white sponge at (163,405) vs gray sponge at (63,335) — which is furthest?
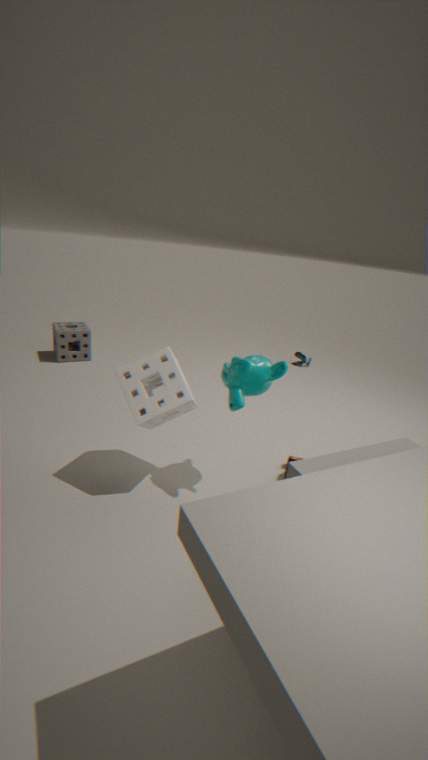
gray sponge at (63,335)
